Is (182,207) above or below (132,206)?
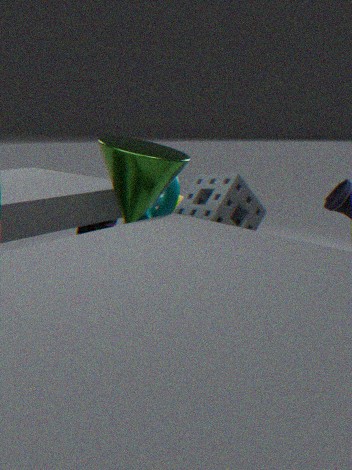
below
